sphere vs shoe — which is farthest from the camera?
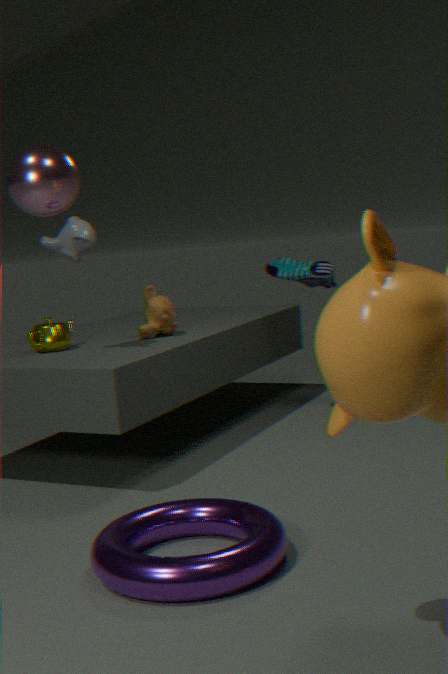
shoe
